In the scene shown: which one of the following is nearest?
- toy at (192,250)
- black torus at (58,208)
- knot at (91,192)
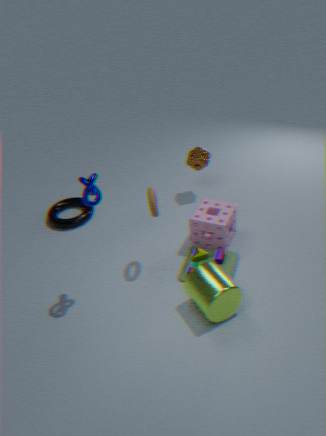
knot at (91,192)
